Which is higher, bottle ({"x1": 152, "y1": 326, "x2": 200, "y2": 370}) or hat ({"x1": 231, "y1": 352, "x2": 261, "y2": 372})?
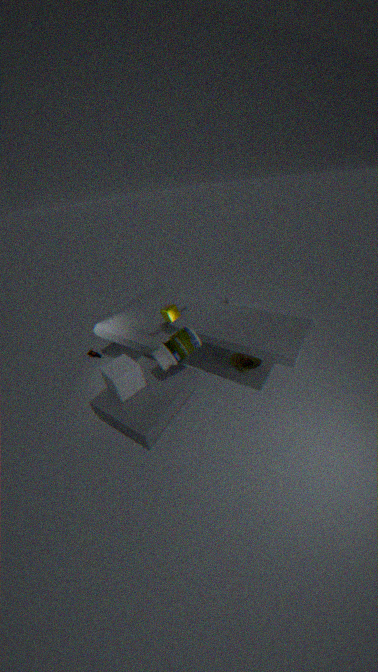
bottle ({"x1": 152, "y1": 326, "x2": 200, "y2": 370})
